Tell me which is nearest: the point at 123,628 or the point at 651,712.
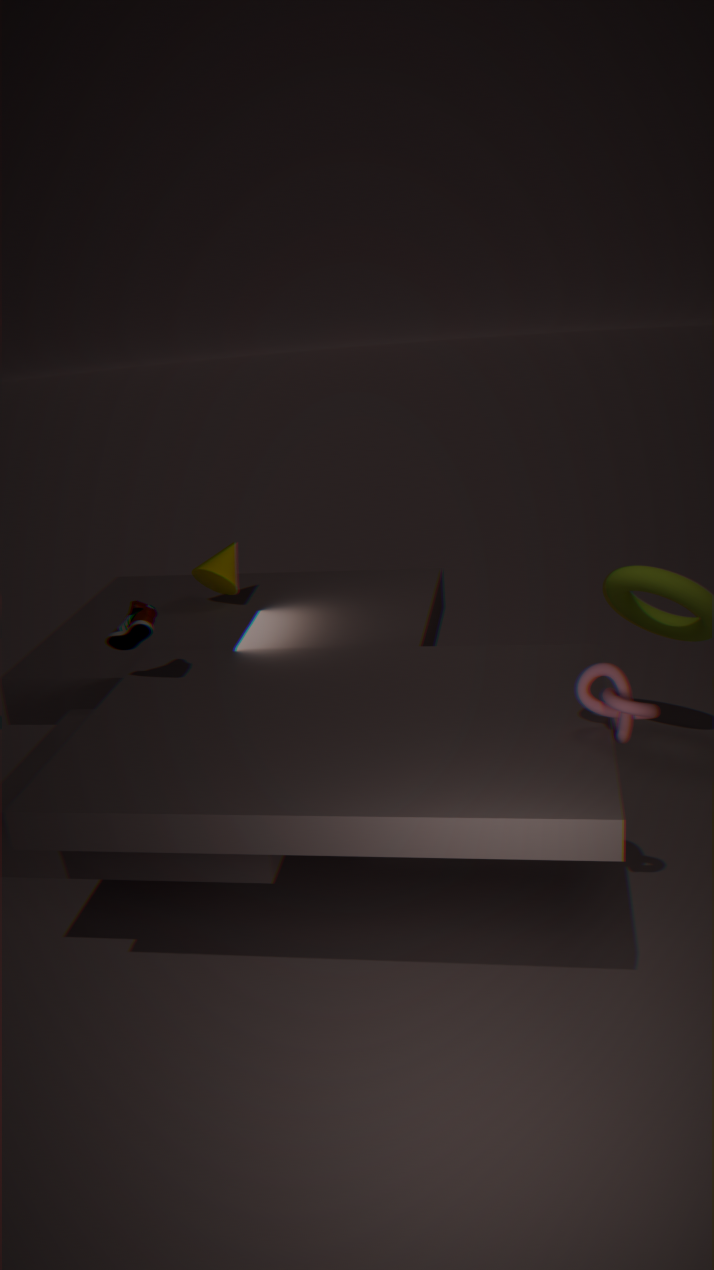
the point at 651,712
